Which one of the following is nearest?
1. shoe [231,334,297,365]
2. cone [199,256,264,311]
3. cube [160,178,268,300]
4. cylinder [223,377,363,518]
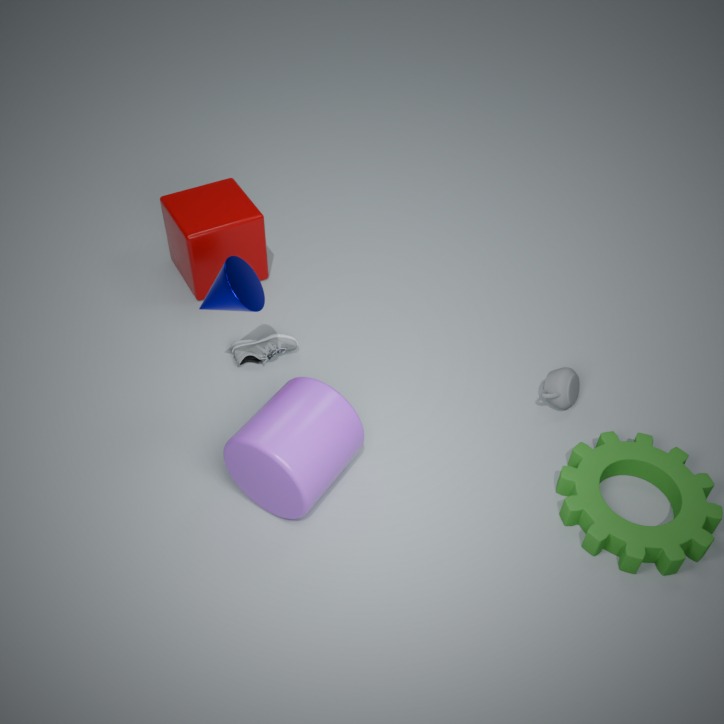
cylinder [223,377,363,518]
